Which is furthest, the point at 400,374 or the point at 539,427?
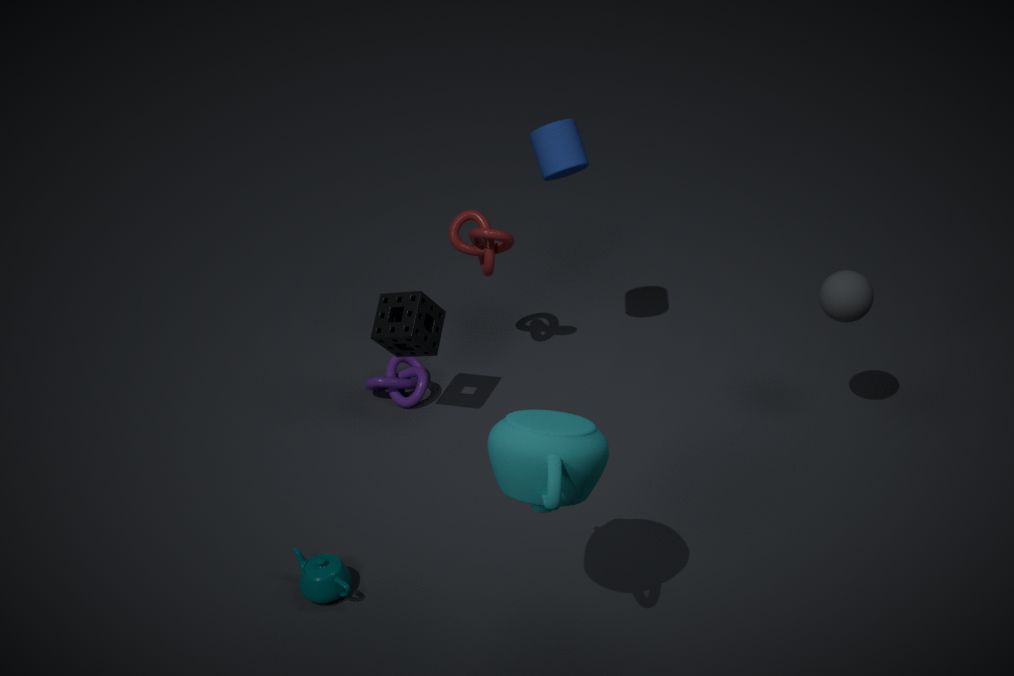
the point at 400,374
